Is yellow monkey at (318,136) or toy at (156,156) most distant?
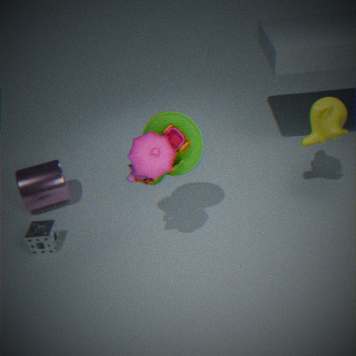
yellow monkey at (318,136)
